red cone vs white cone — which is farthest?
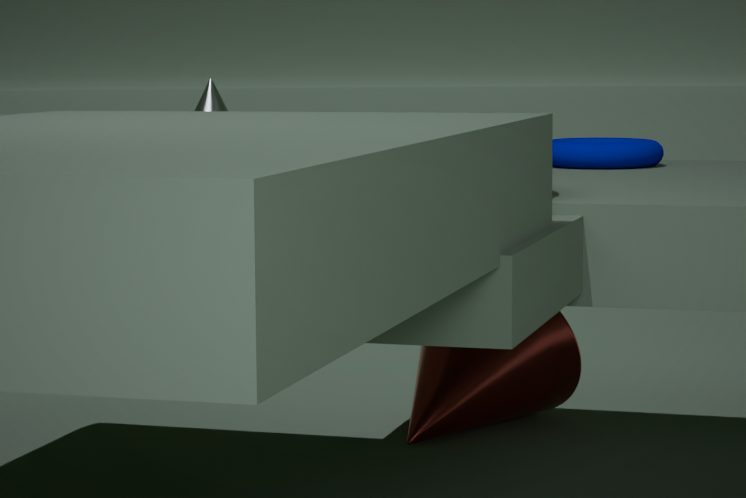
red cone
